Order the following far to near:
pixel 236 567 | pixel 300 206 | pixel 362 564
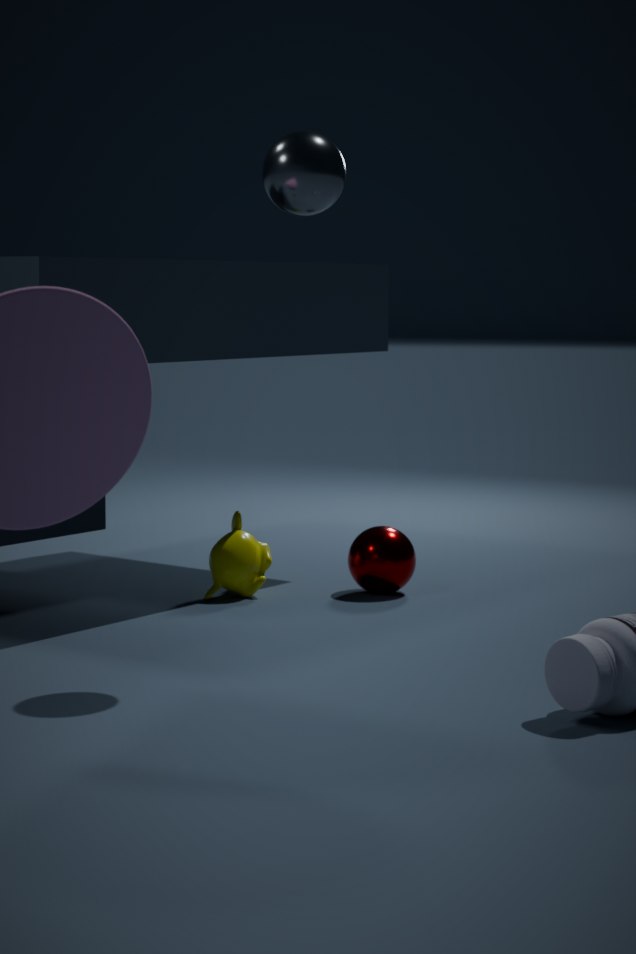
1. pixel 362 564
2. pixel 236 567
3. pixel 300 206
